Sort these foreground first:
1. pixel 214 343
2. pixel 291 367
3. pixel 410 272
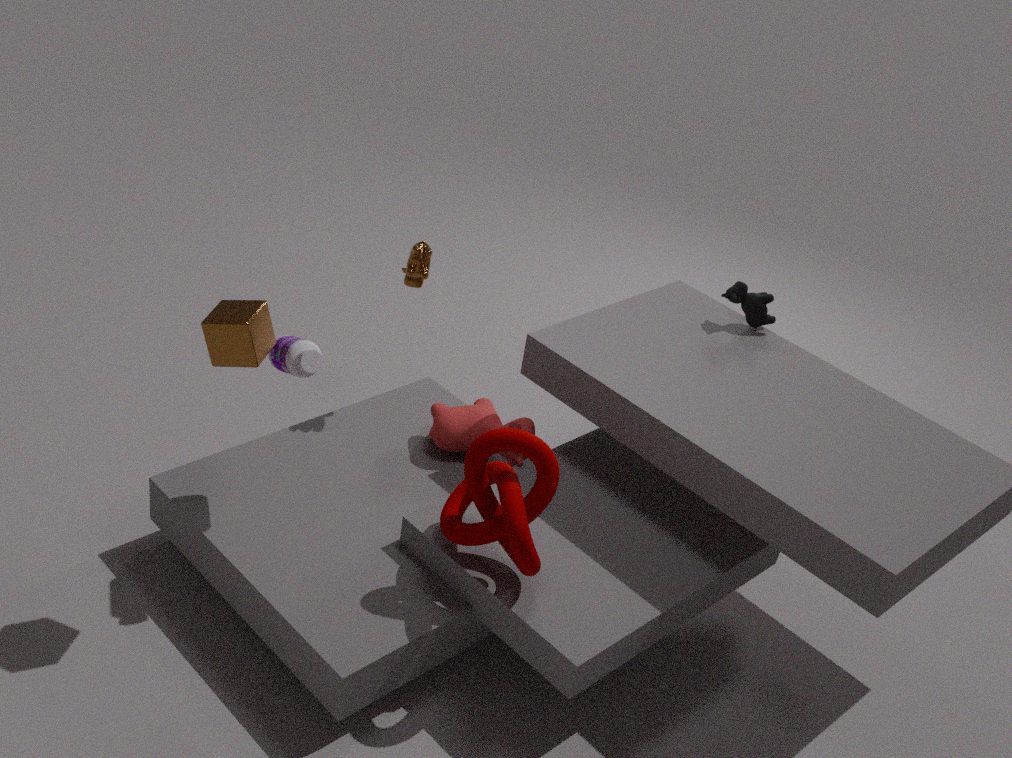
1. pixel 214 343
2. pixel 291 367
3. pixel 410 272
